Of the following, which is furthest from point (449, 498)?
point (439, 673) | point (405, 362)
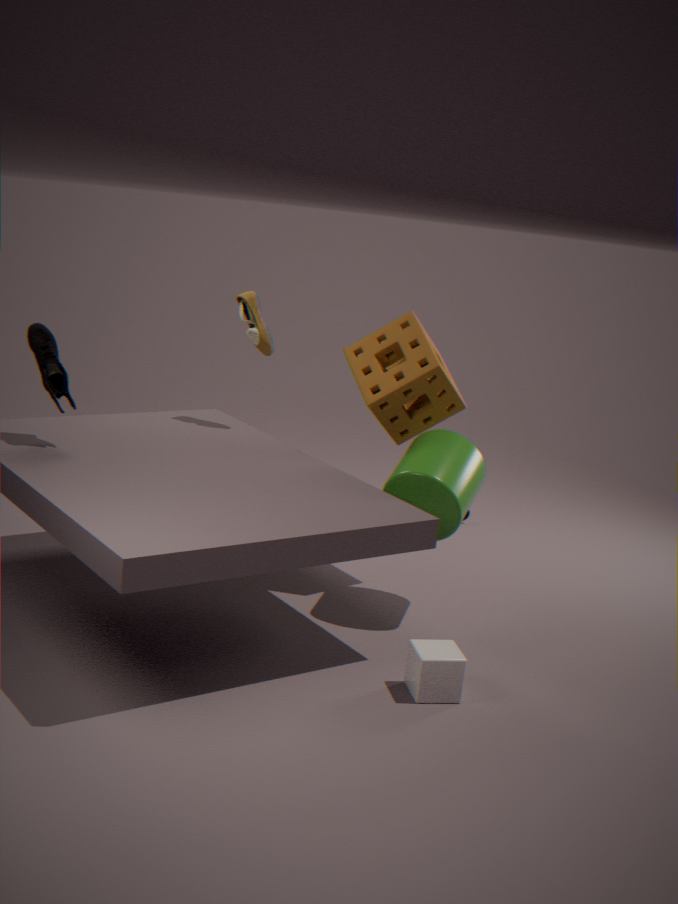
point (439, 673)
